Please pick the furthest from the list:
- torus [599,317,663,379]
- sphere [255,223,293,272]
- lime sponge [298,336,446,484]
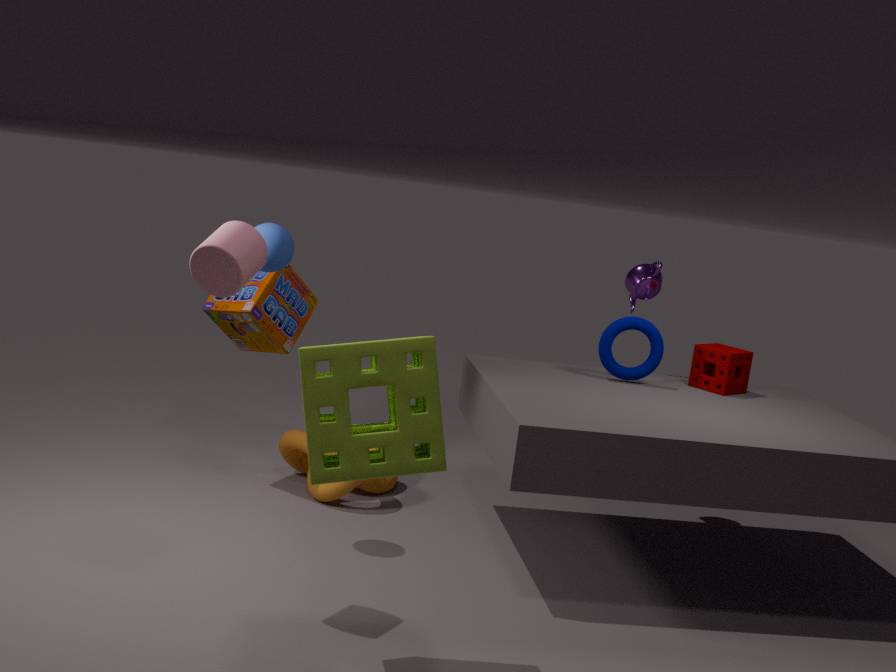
torus [599,317,663,379]
